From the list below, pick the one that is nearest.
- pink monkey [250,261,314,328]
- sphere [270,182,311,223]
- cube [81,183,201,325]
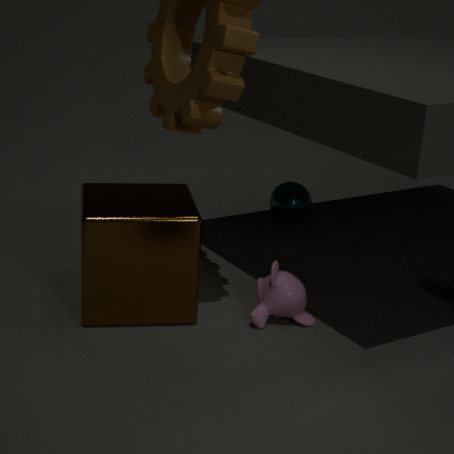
cube [81,183,201,325]
